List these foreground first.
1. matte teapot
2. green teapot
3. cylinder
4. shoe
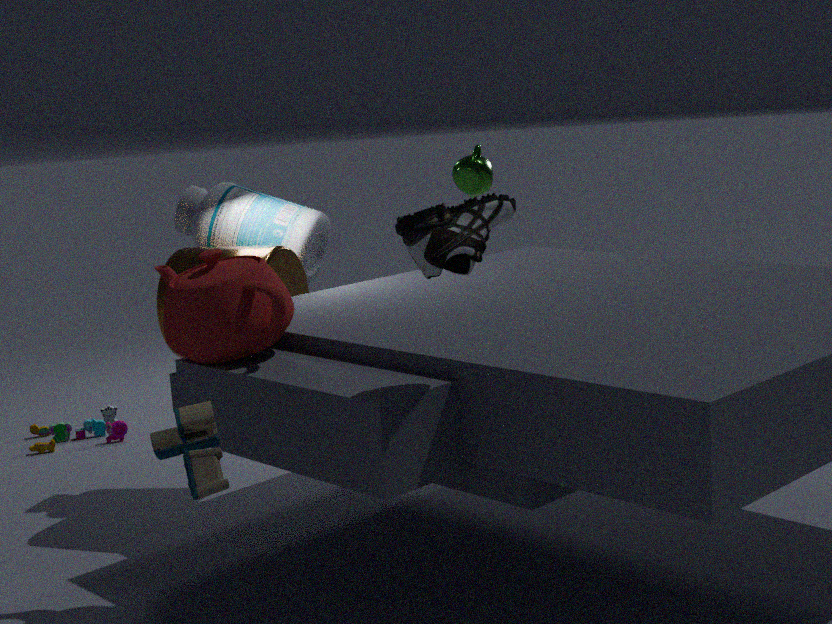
shoe, matte teapot, cylinder, green teapot
